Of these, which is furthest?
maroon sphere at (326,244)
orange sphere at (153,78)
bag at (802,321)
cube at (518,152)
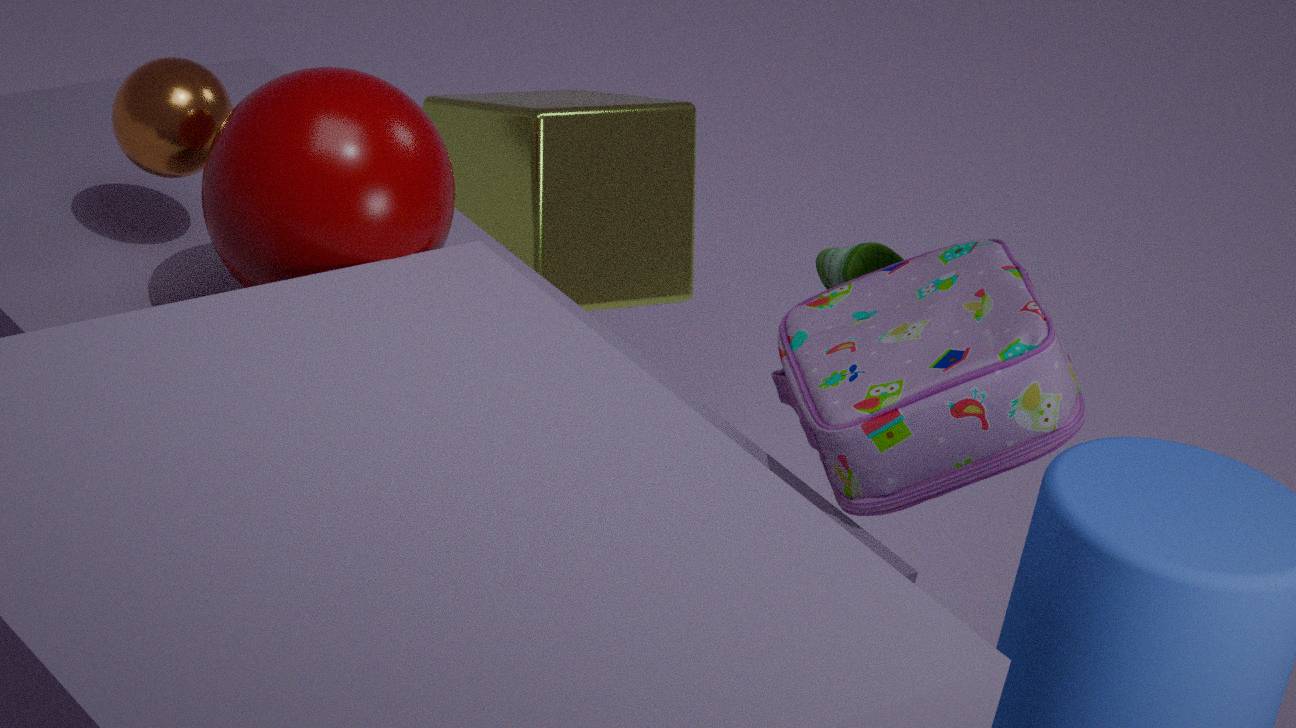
cube at (518,152)
